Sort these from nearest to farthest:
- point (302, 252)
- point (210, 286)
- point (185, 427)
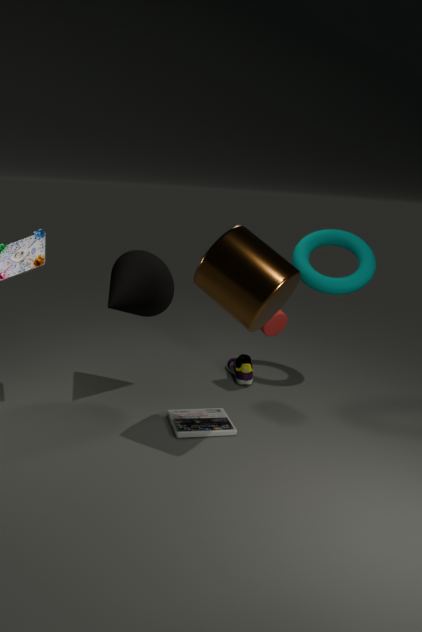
point (210, 286), point (185, 427), point (302, 252)
